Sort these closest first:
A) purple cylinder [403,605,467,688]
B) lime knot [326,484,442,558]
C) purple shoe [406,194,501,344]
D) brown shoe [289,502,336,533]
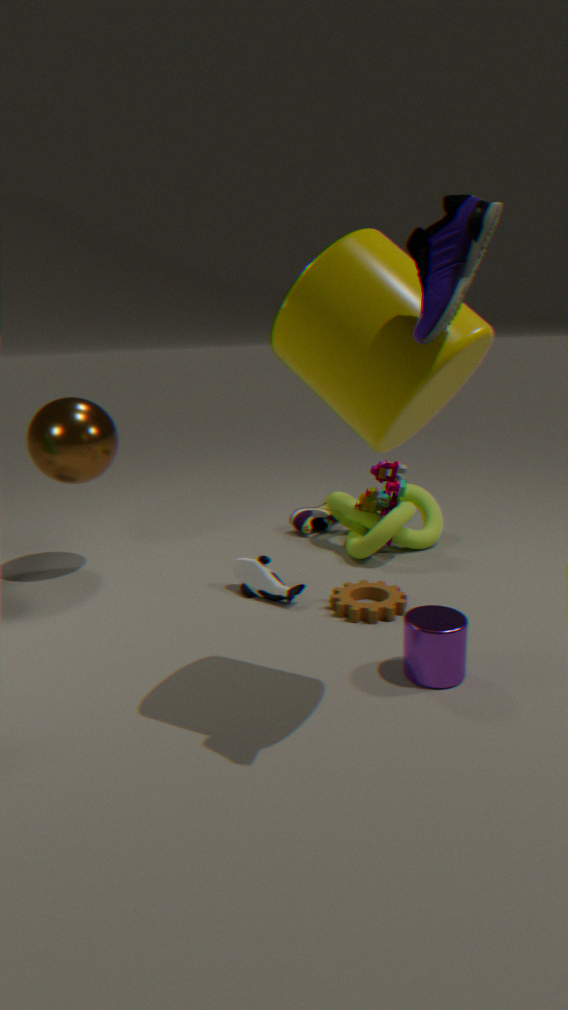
C. purple shoe [406,194,501,344]
A. purple cylinder [403,605,467,688]
B. lime knot [326,484,442,558]
D. brown shoe [289,502,336,533]
